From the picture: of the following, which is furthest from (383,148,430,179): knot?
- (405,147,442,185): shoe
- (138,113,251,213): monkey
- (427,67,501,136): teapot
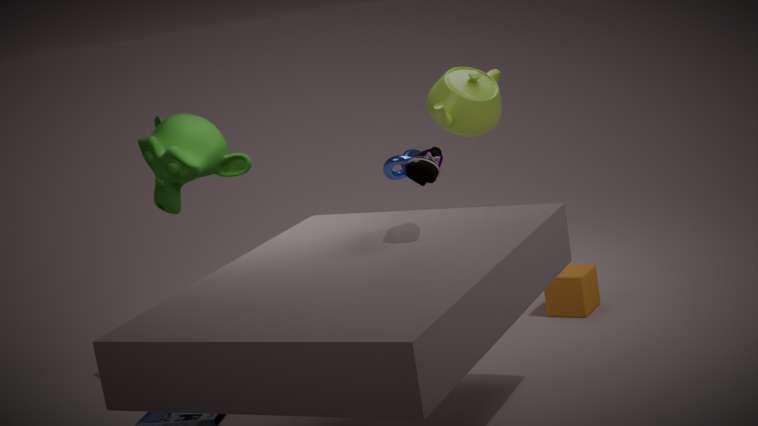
(405,147,442,185): shoe
